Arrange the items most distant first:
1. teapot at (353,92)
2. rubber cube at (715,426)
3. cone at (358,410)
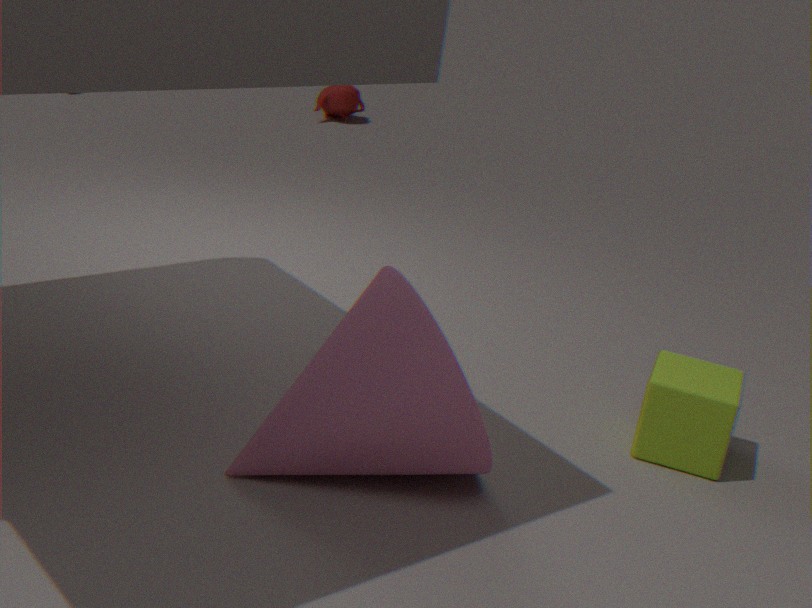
teapot at (353,92) → rubber cube at (715,426) → cone at (358,410)
